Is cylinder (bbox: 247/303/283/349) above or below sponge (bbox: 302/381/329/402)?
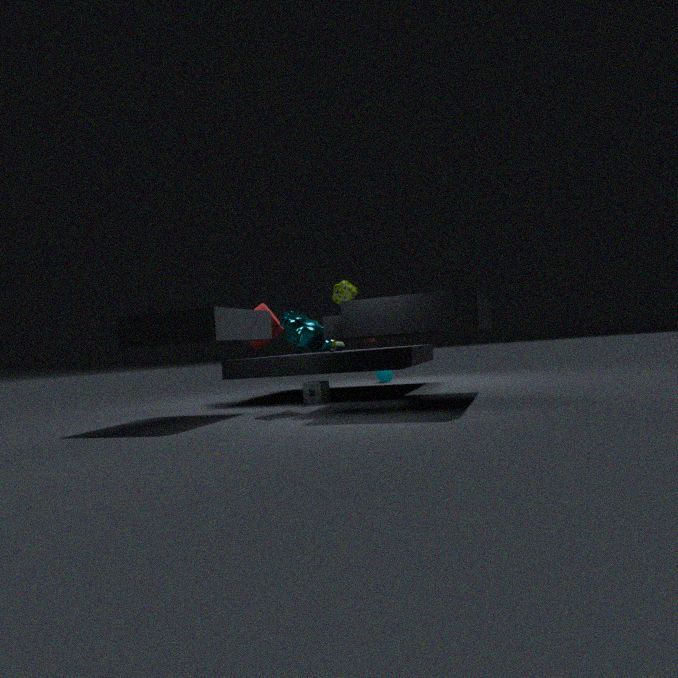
above
